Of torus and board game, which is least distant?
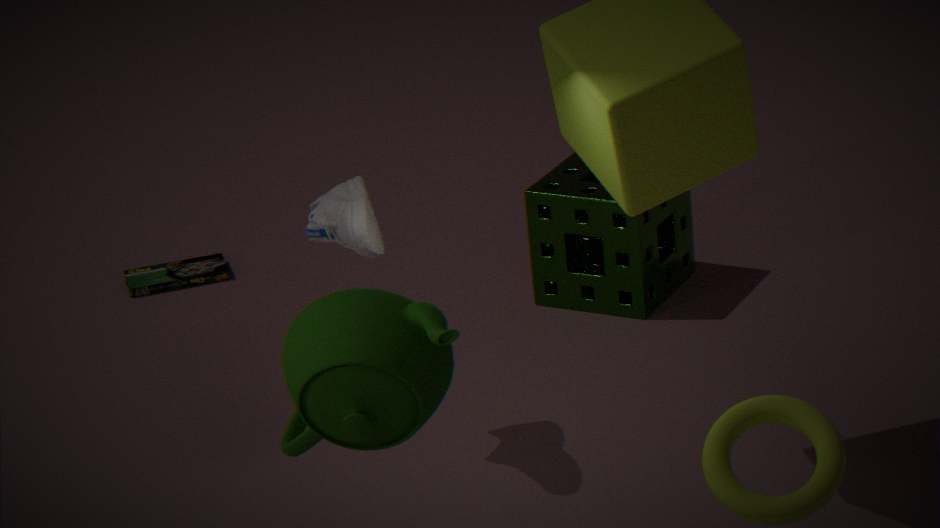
torus
